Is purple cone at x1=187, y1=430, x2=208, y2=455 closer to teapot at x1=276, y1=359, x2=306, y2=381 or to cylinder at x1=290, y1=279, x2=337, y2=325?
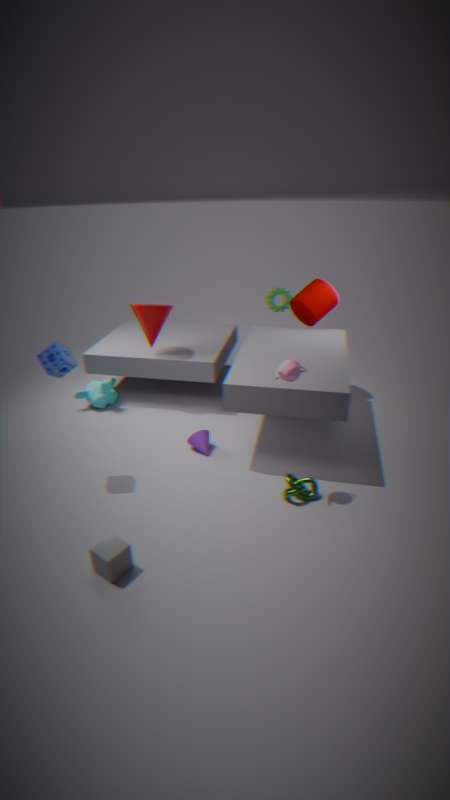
teapot at x1=276, y1=359, x2=306, y2=381
